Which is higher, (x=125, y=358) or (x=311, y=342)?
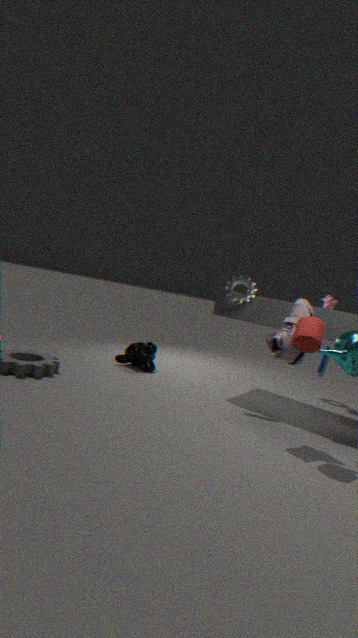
(x=311, y=342)
